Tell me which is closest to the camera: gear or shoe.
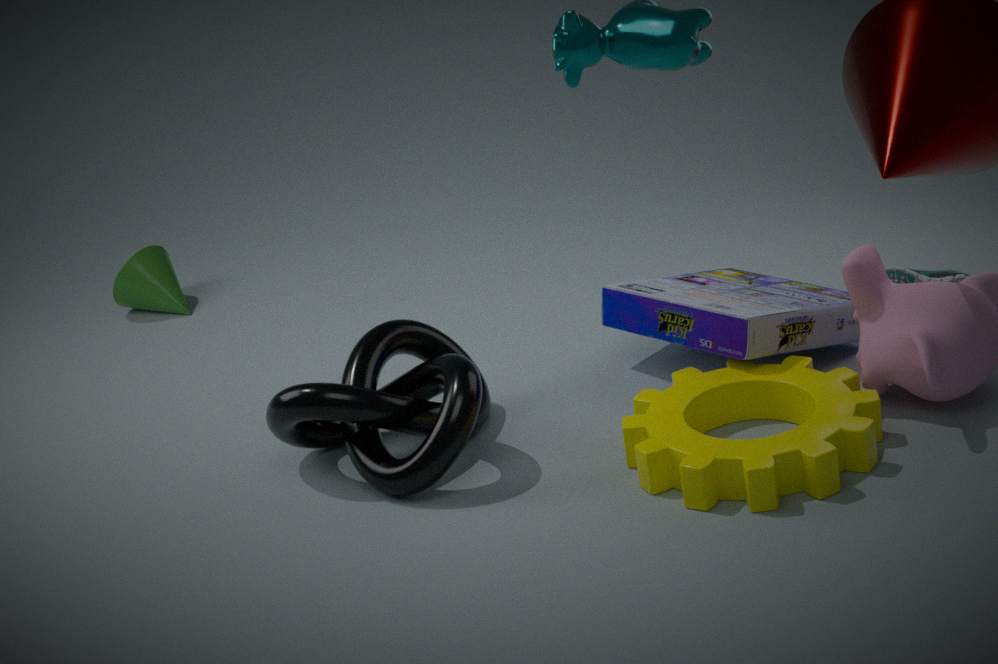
gear
